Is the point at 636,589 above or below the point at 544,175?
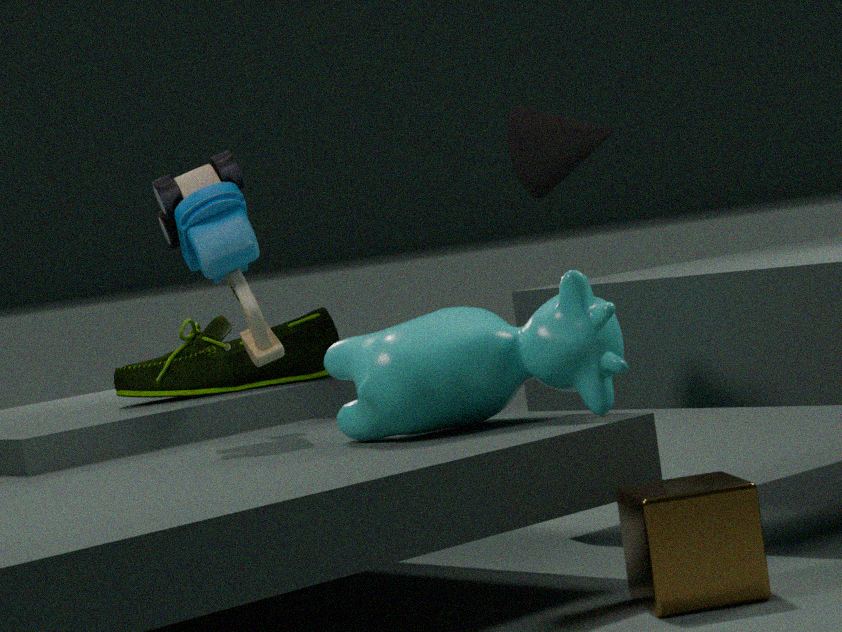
below
